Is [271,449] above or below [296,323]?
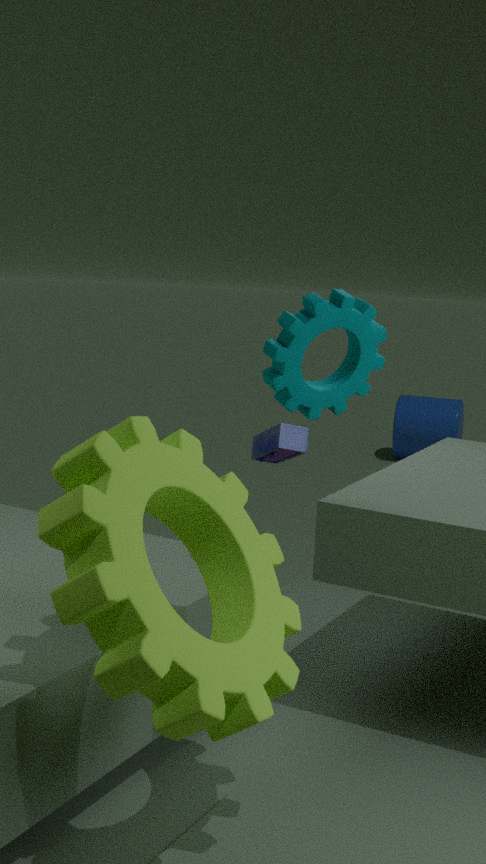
below
